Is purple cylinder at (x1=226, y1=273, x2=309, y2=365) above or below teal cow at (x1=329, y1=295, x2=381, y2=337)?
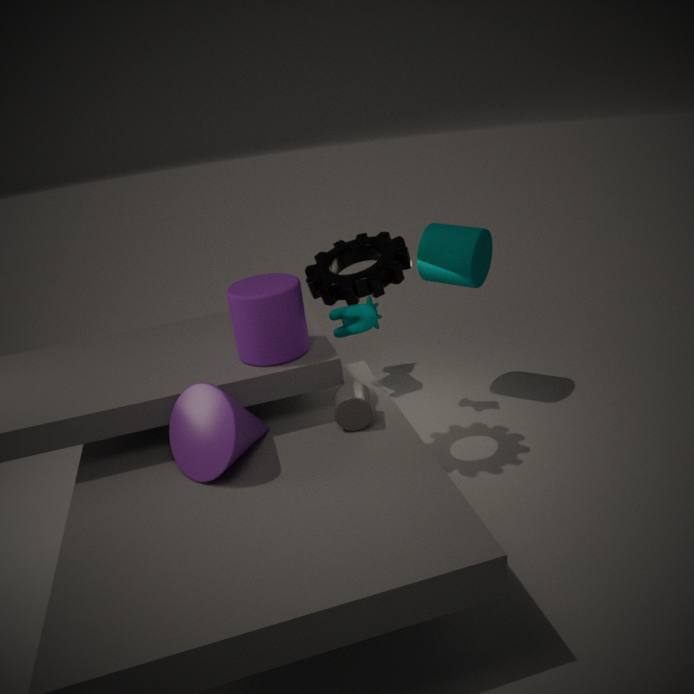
above
